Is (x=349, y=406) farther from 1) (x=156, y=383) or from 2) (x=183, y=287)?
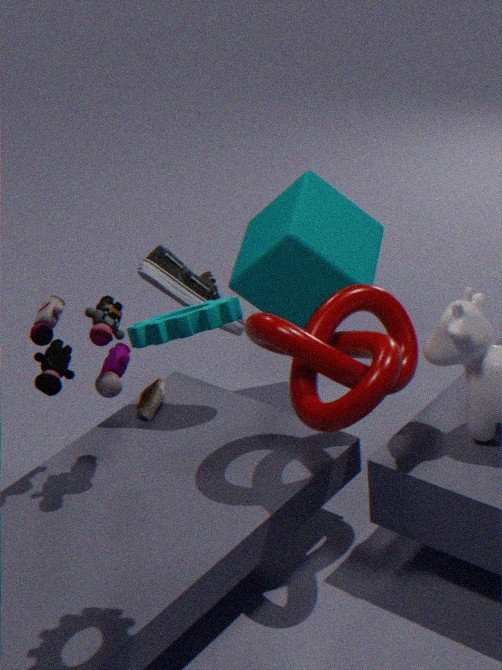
1) (x=156, y=383)
